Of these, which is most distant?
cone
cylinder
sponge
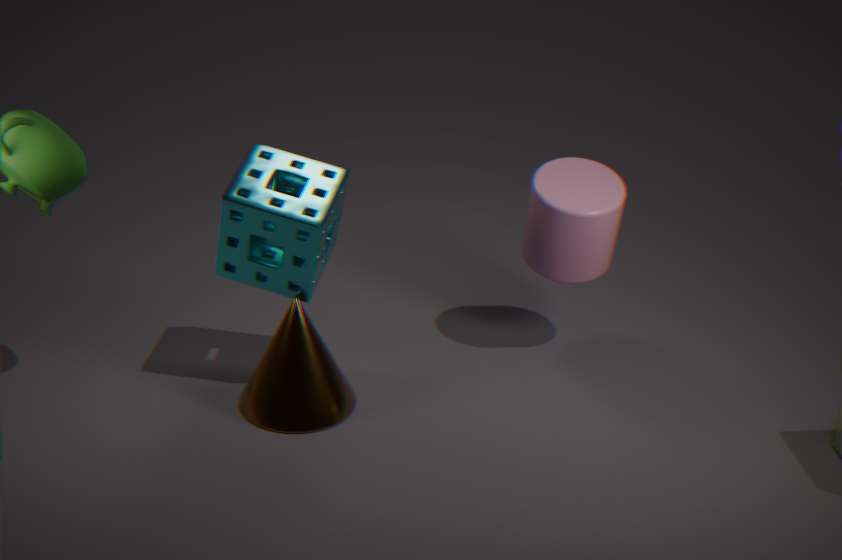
cylinder
